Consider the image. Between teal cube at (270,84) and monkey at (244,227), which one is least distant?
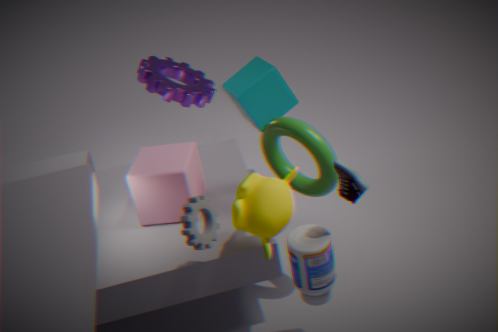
monkey at (244,227)
